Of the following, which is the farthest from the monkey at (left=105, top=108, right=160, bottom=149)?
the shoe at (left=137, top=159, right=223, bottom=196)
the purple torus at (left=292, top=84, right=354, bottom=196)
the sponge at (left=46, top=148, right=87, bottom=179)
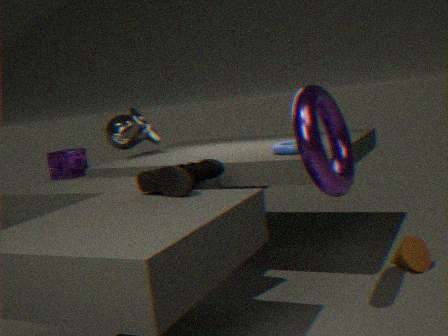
the purple torus at (left=292, top=84, right=354, bottom=196)
